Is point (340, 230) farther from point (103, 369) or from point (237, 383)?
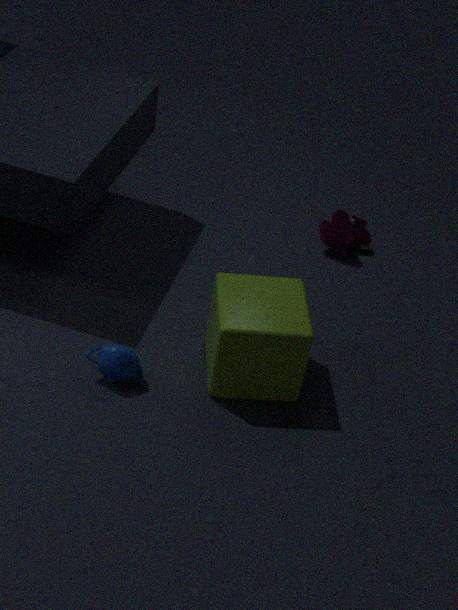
point (103, 369)
